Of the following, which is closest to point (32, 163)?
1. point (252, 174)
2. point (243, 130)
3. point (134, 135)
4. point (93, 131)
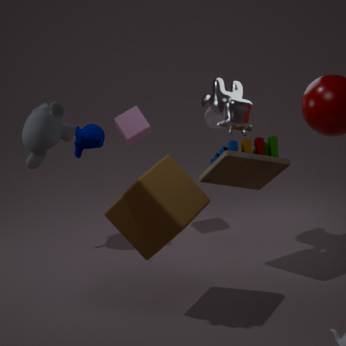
point (134, 135)
